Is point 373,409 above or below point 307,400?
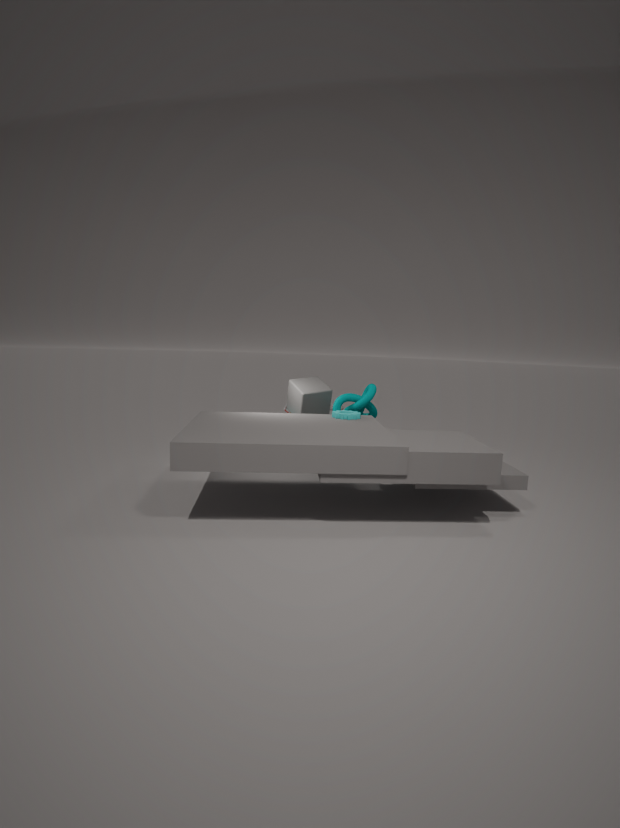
below
